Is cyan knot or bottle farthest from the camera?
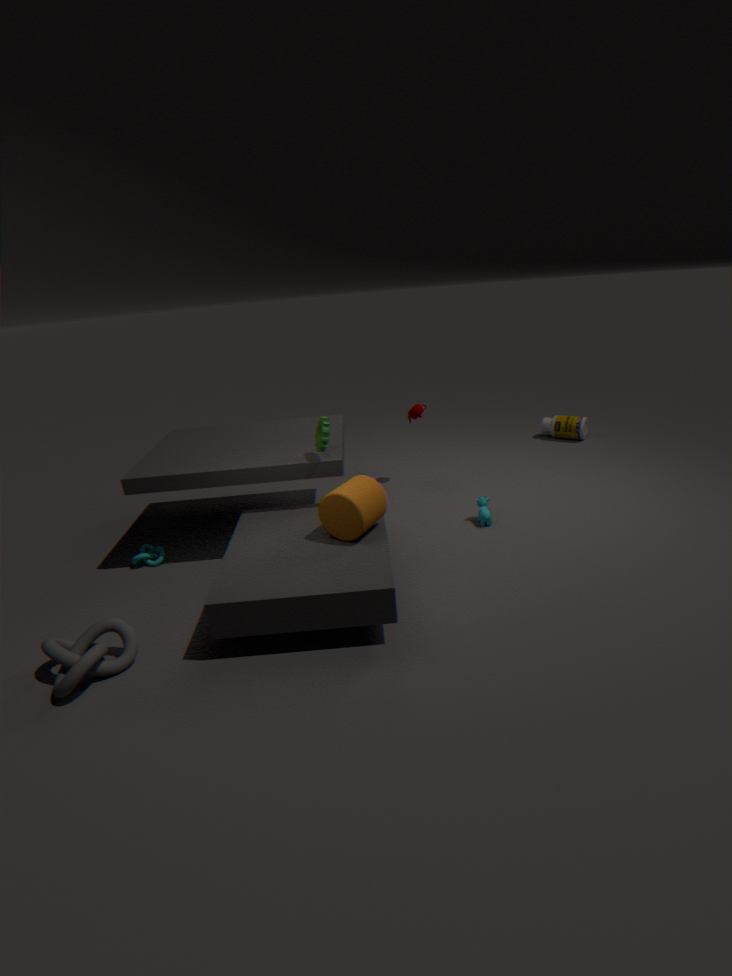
bottle
